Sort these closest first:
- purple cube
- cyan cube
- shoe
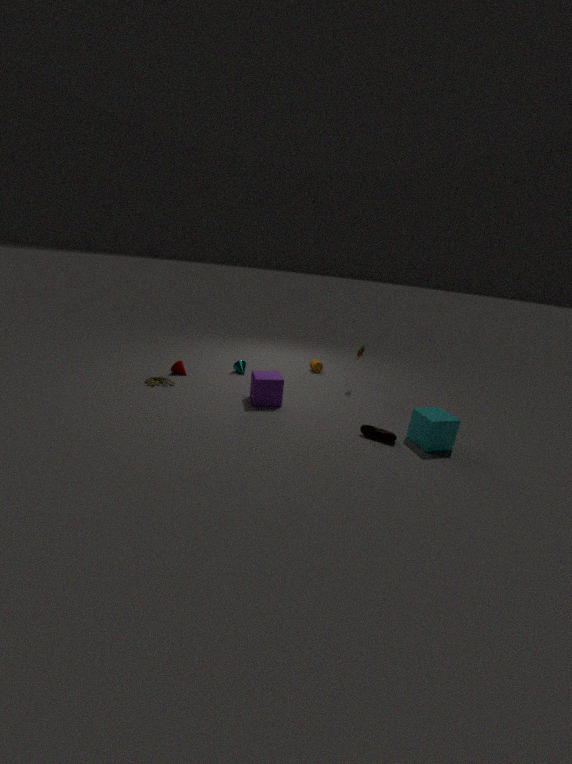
cyan cube < shoe < purple cube
